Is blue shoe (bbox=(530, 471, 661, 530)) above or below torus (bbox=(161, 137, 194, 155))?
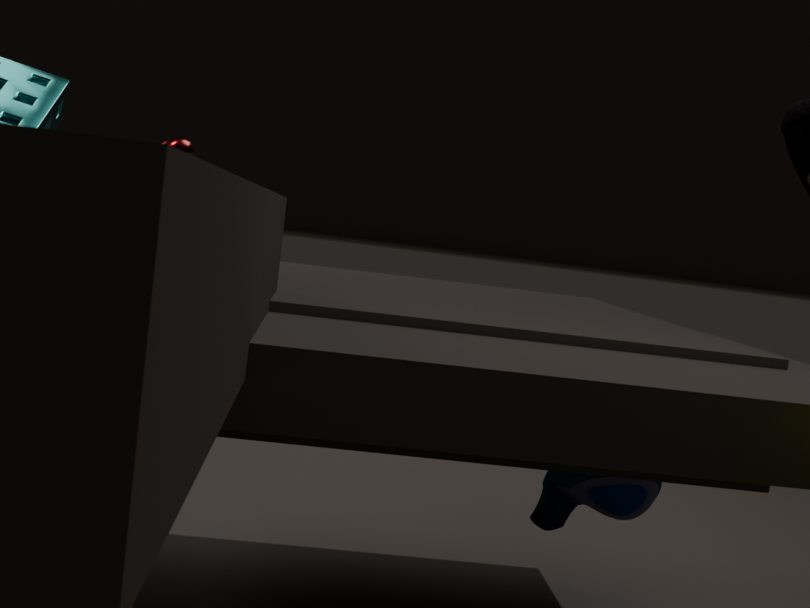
below
